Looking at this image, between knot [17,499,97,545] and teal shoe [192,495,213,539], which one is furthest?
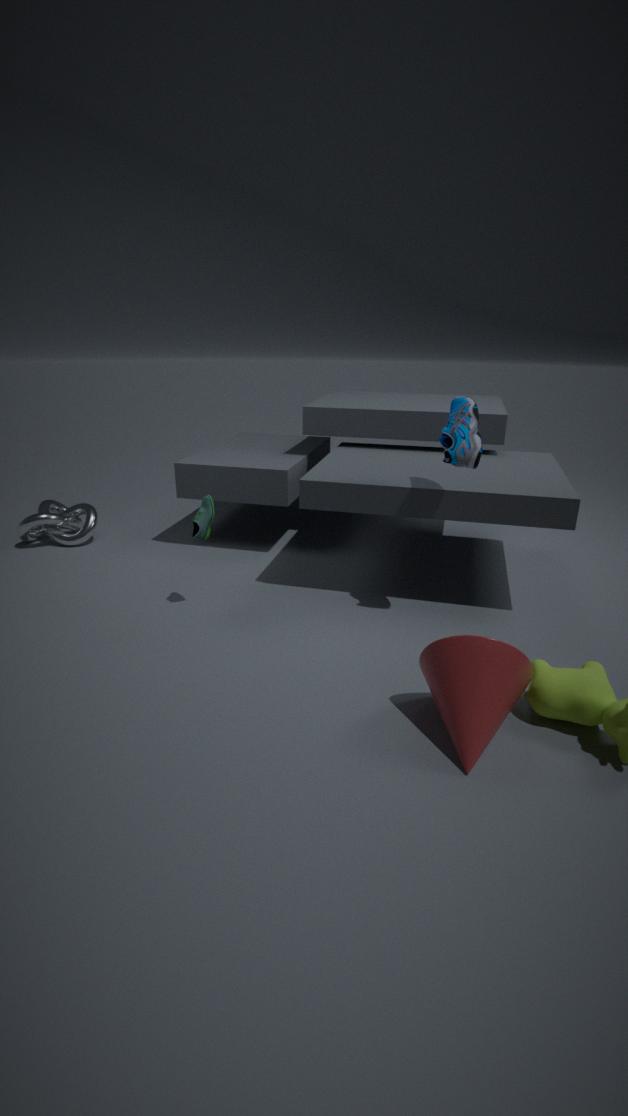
knot [17,499,97,545]
